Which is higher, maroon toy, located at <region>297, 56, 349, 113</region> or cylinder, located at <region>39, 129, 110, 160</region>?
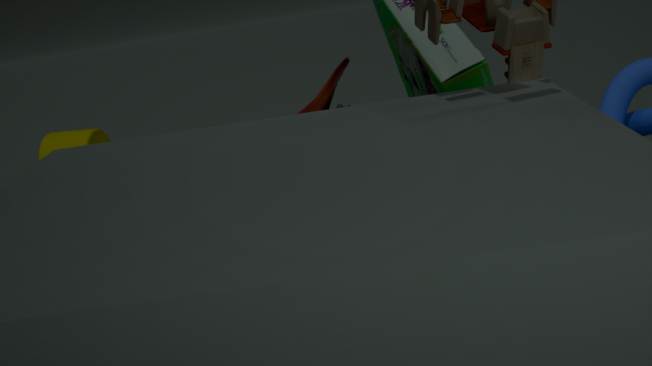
maroon toy, located at <region>297, 56, 349, 113</region>
